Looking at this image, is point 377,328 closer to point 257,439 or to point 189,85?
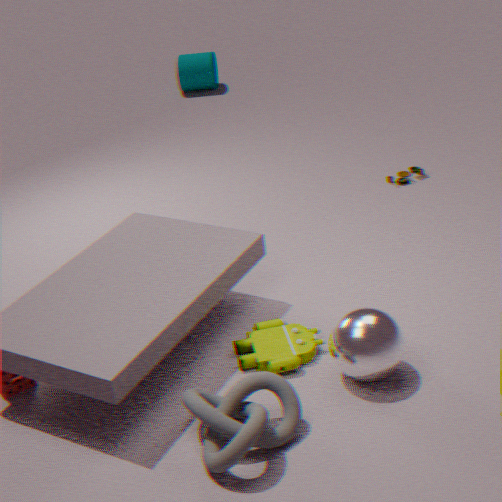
point 257,439
